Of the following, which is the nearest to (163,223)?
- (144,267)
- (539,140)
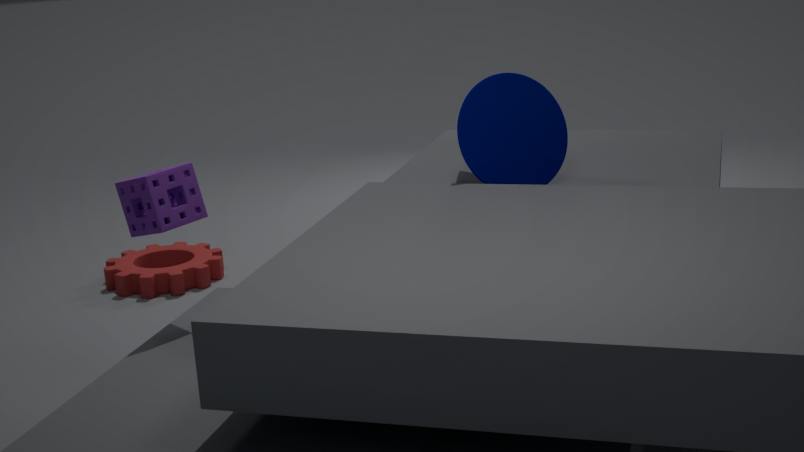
(539,140)
